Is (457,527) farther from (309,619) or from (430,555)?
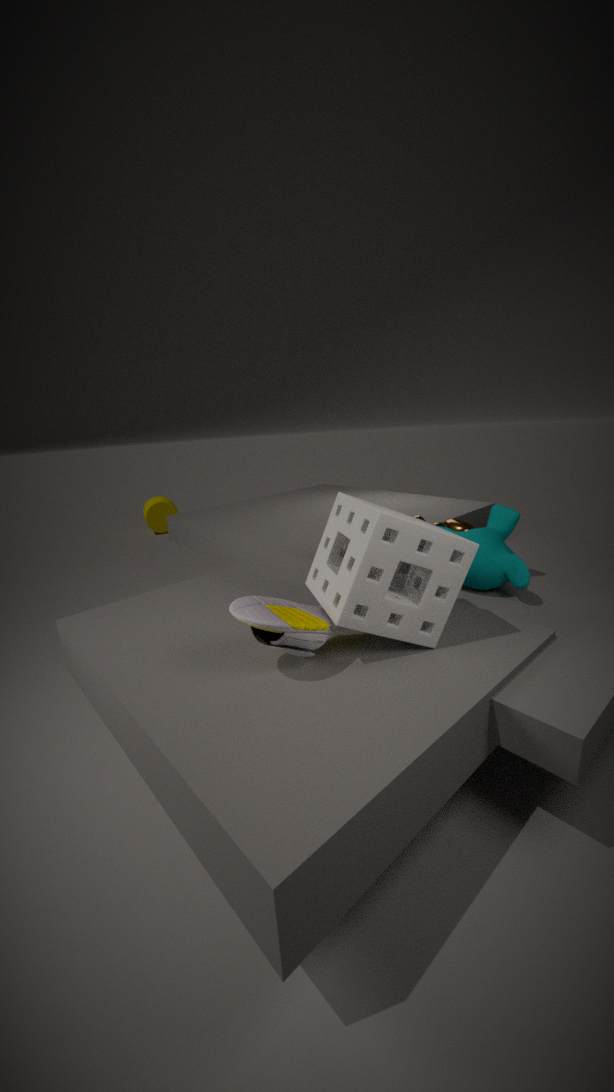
(309,619)
